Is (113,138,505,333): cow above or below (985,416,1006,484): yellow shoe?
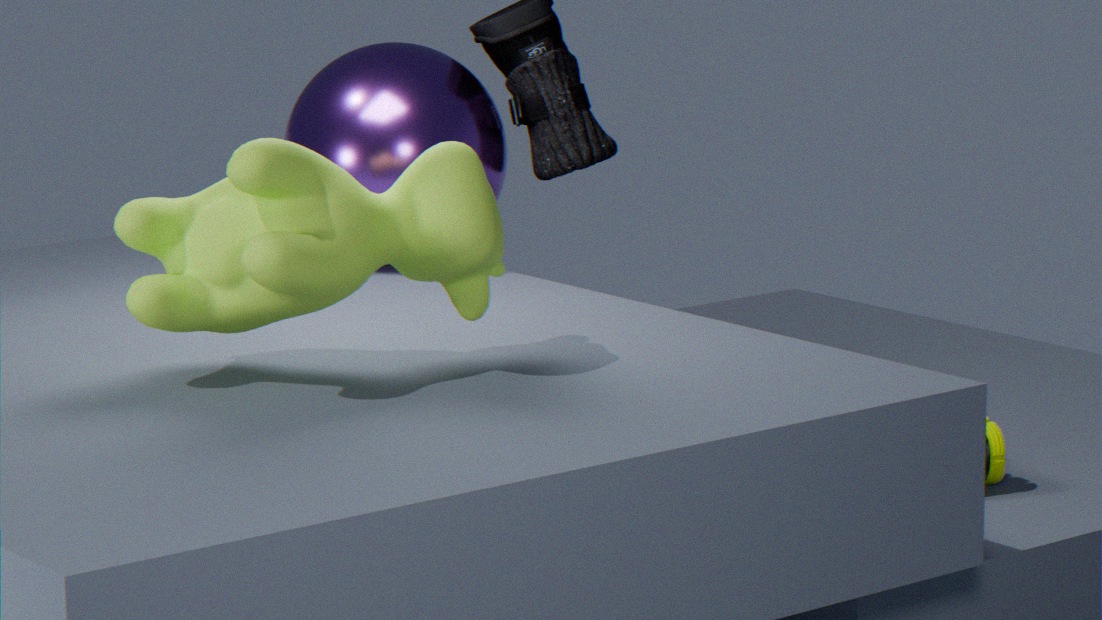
above
